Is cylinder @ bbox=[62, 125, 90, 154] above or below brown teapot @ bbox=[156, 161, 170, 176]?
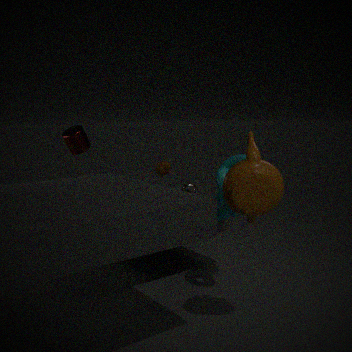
above
